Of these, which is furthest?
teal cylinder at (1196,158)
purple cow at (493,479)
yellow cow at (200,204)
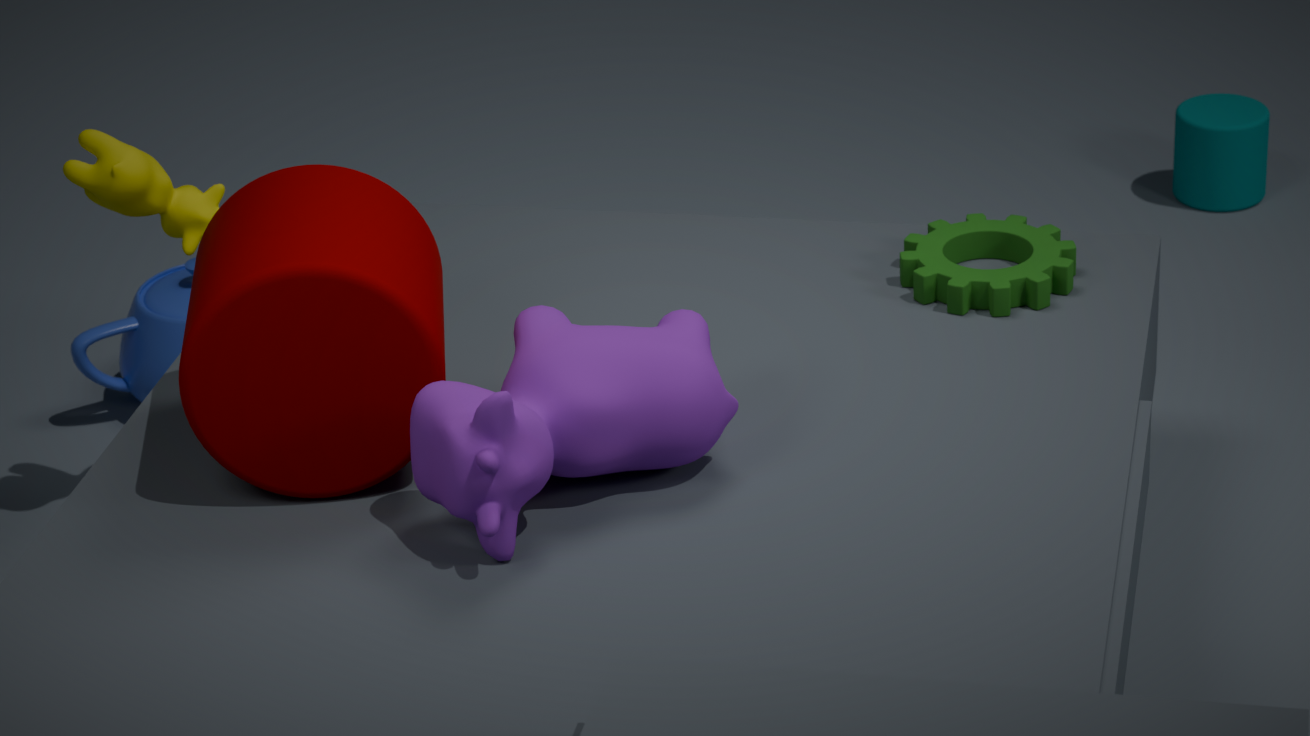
teal cylinder at (1196,158)
